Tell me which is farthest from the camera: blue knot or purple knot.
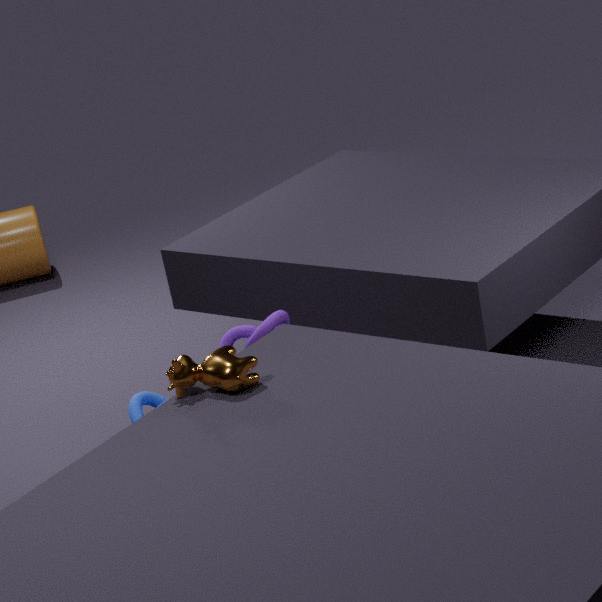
purple knot
